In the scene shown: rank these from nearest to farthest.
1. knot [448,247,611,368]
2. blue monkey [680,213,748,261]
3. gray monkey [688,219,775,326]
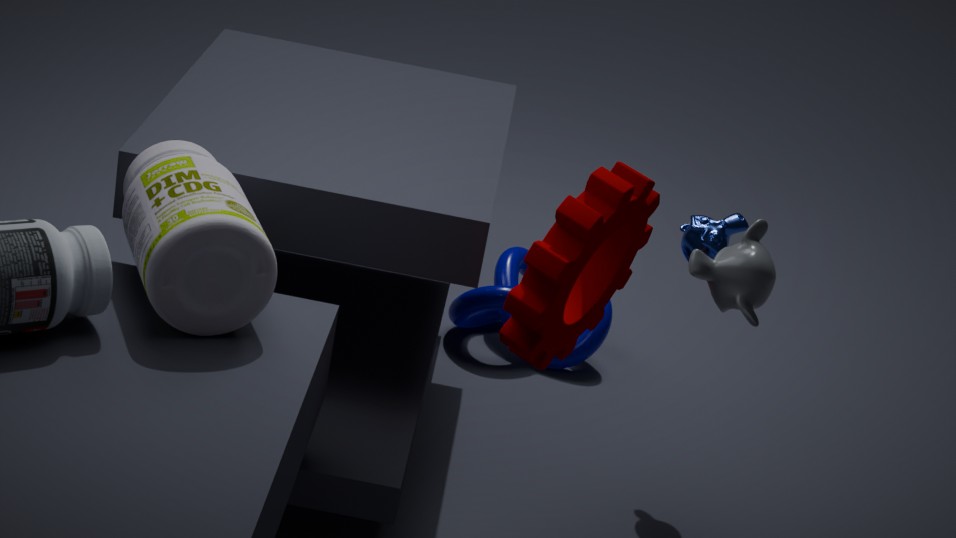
gray monkey [688,219,775,326] < blue monkey [680,213,748,261] < knot [448,247,611,368]
